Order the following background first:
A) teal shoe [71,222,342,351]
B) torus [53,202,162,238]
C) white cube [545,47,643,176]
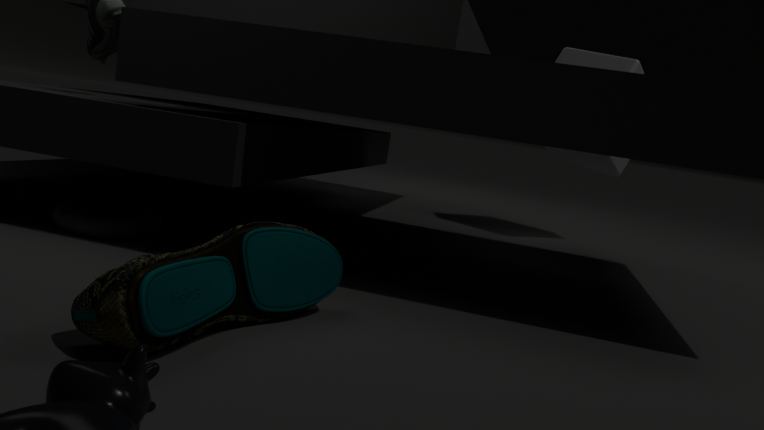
white cube [545,47,643,176] → torus [53,202,162,238] → teal shoe [71,222,342,351]
